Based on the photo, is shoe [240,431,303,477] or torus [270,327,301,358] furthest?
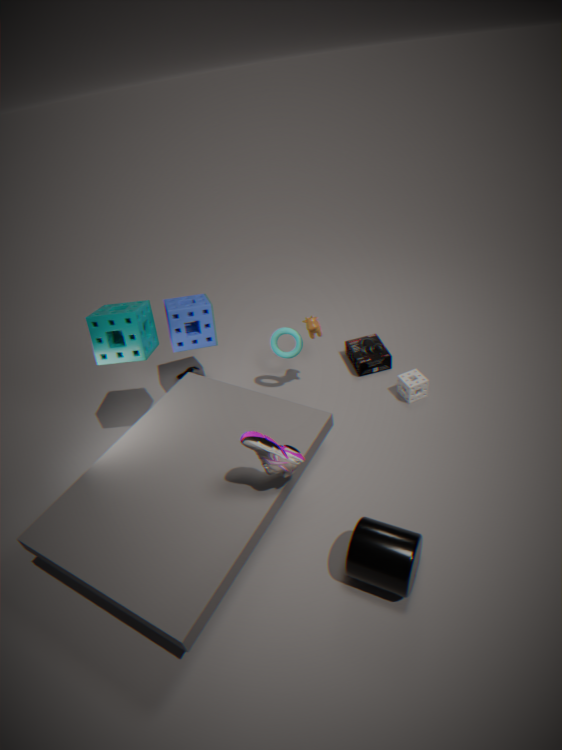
torus [270,327,301,358]
